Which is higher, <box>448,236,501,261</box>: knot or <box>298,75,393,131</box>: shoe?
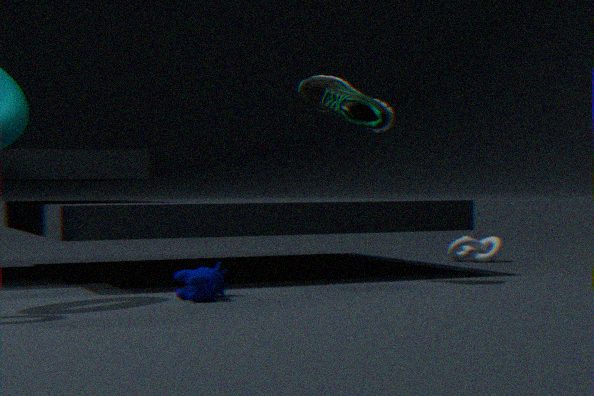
<box>298,75,393,131</box>: shoe
